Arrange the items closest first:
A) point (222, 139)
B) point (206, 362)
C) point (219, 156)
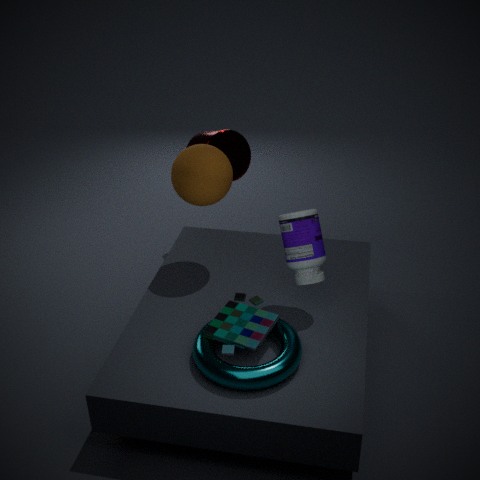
point (206, 362) → point (219, 156) → point (222, 139)
